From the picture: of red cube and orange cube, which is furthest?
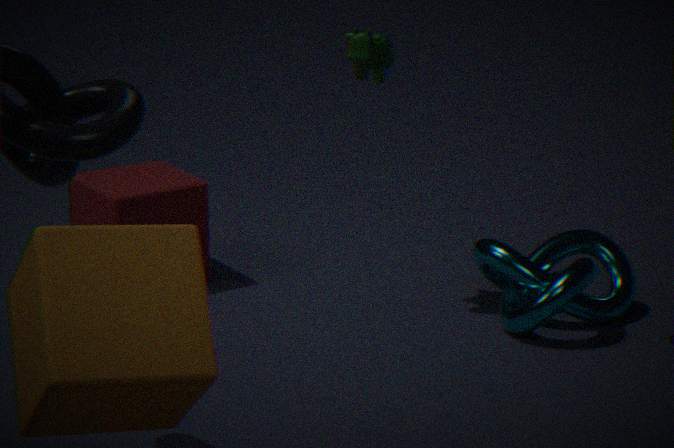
red cube
